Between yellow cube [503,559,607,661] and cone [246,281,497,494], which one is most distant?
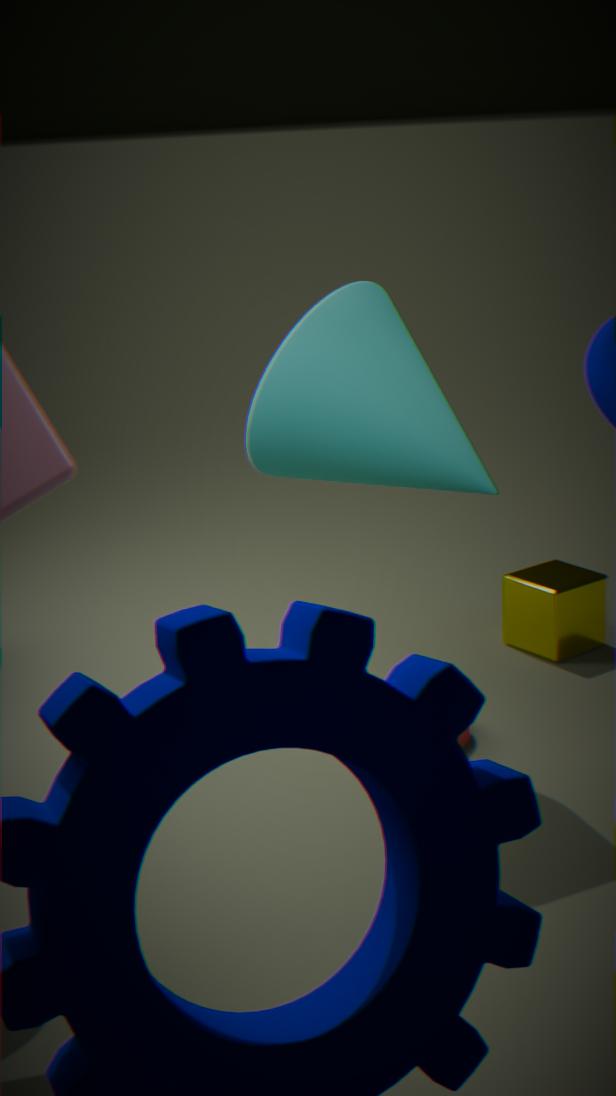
yellow cube [503,559,607,661]
